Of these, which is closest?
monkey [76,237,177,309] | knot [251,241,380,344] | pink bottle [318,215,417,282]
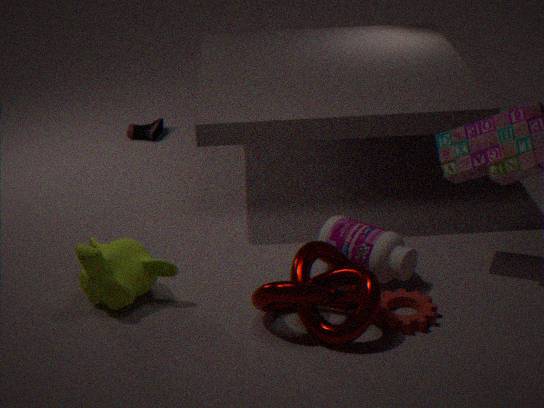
knot [251,241,380,344]
